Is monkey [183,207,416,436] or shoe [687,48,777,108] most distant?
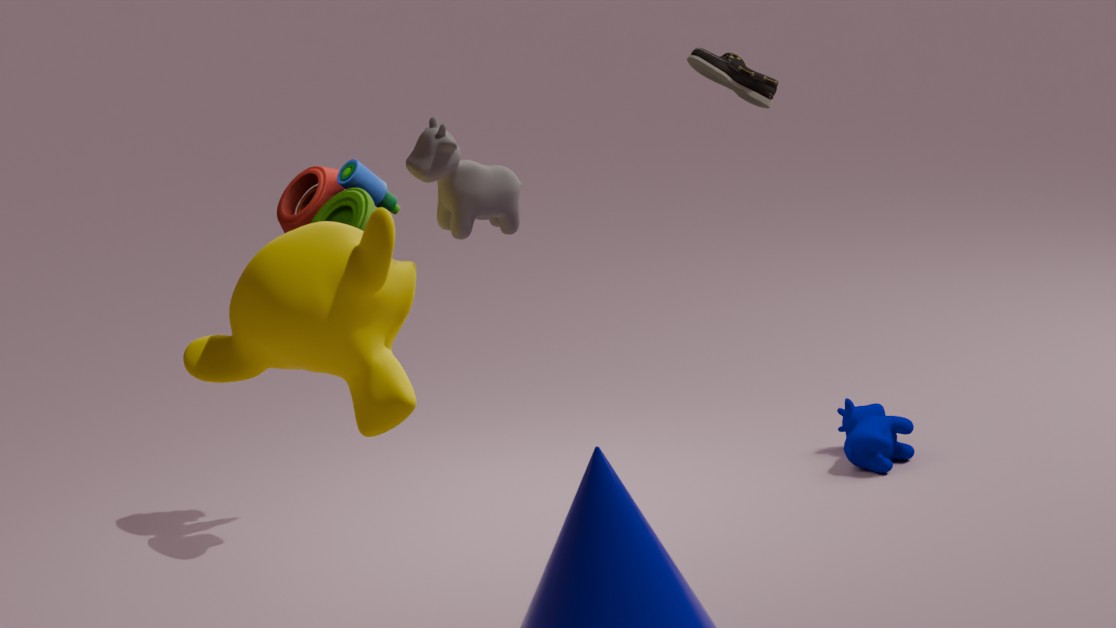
monkey [183,207,416,436]
